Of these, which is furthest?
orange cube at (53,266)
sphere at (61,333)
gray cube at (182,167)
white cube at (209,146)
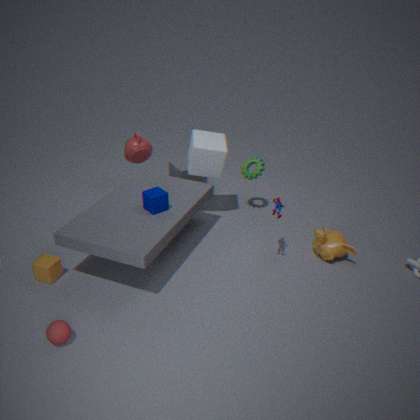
gray cube at (182,167)
